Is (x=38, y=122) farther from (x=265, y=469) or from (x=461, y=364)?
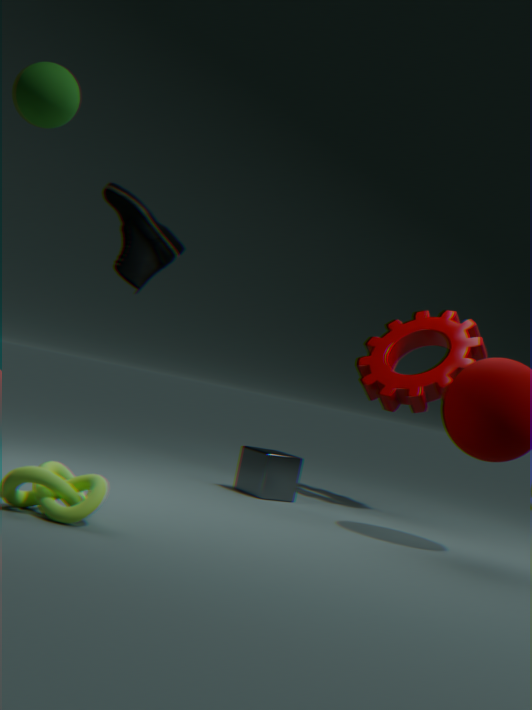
(x=461, y=364)
